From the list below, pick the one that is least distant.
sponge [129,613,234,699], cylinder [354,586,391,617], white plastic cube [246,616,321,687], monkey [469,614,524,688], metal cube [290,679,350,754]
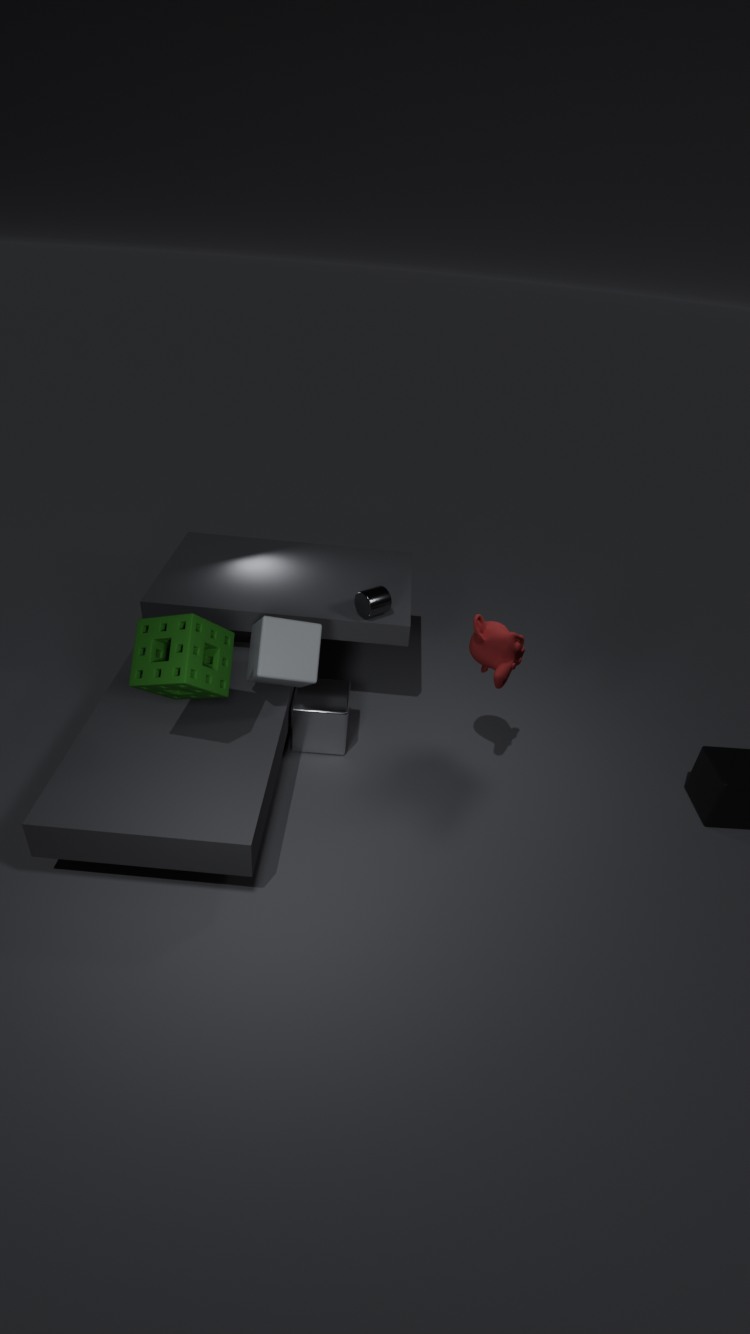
sponge [129,613,234,699]
